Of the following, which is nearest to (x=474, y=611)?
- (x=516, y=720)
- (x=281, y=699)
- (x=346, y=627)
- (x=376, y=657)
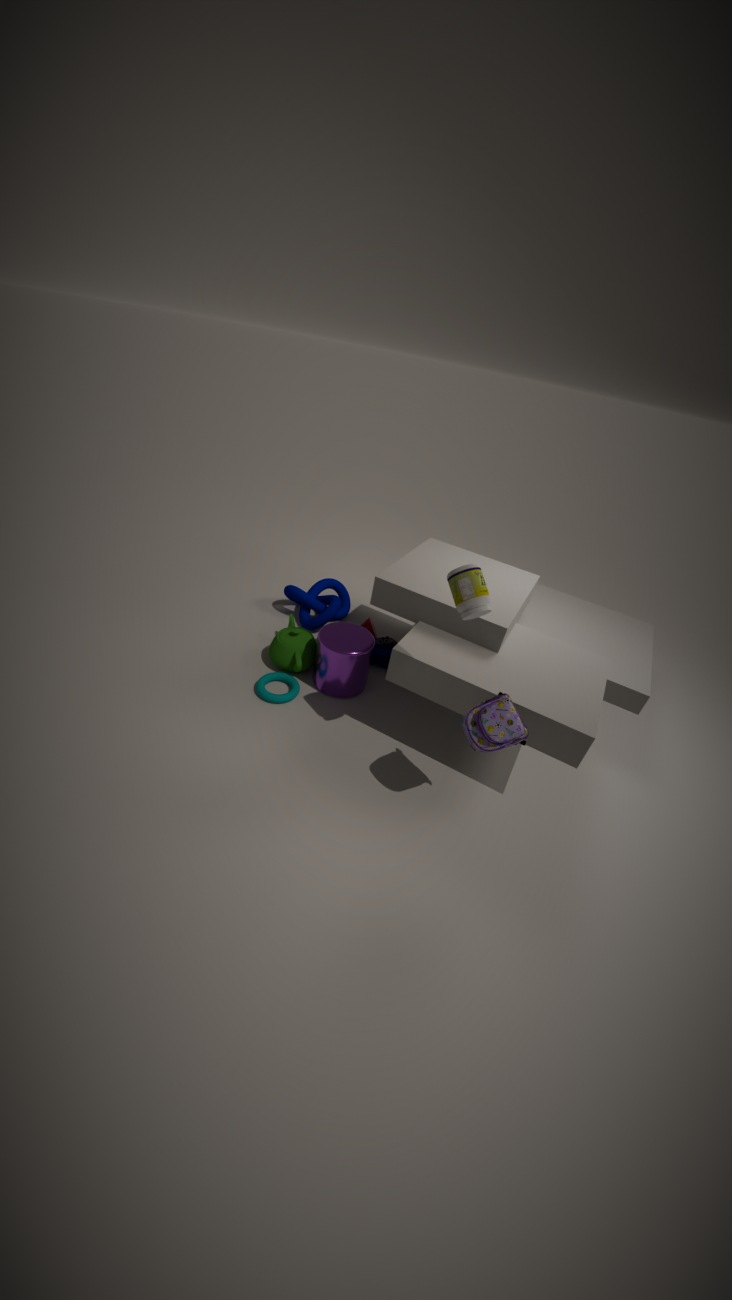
(x=516, y=720)
